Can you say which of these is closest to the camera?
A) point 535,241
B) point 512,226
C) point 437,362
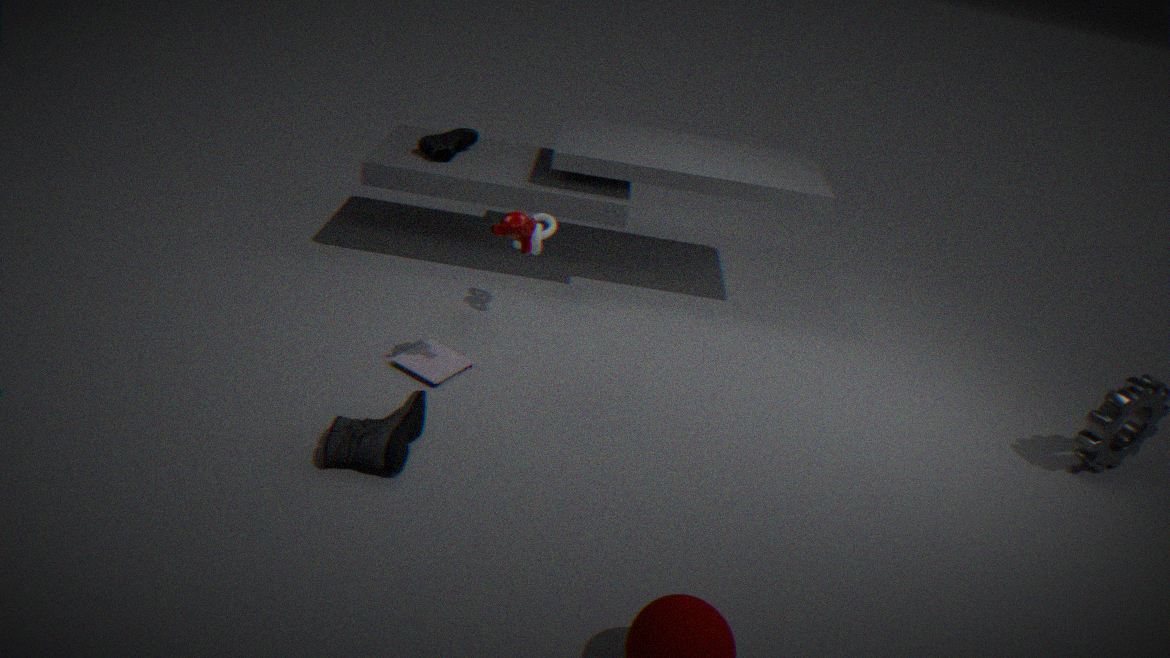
point 512,226
